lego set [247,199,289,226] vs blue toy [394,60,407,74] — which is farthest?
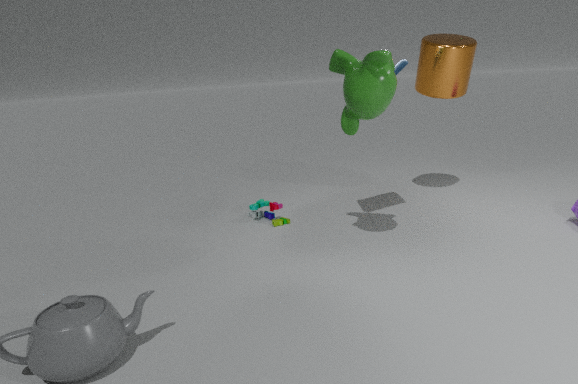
lego set [247,199,289,226]
